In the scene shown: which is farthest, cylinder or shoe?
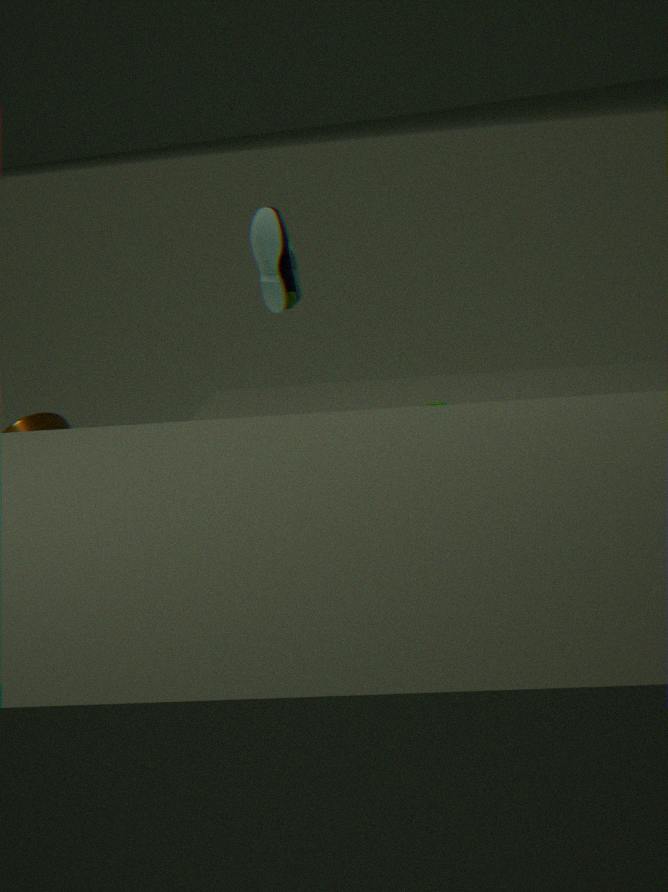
cylinder
